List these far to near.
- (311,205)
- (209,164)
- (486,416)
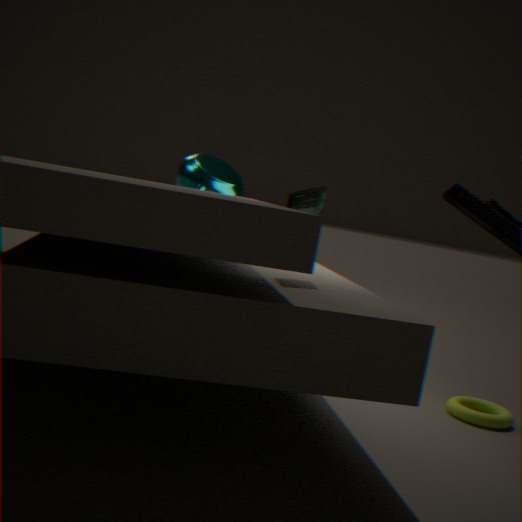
(209,164)
(486,416)
(311,205)
